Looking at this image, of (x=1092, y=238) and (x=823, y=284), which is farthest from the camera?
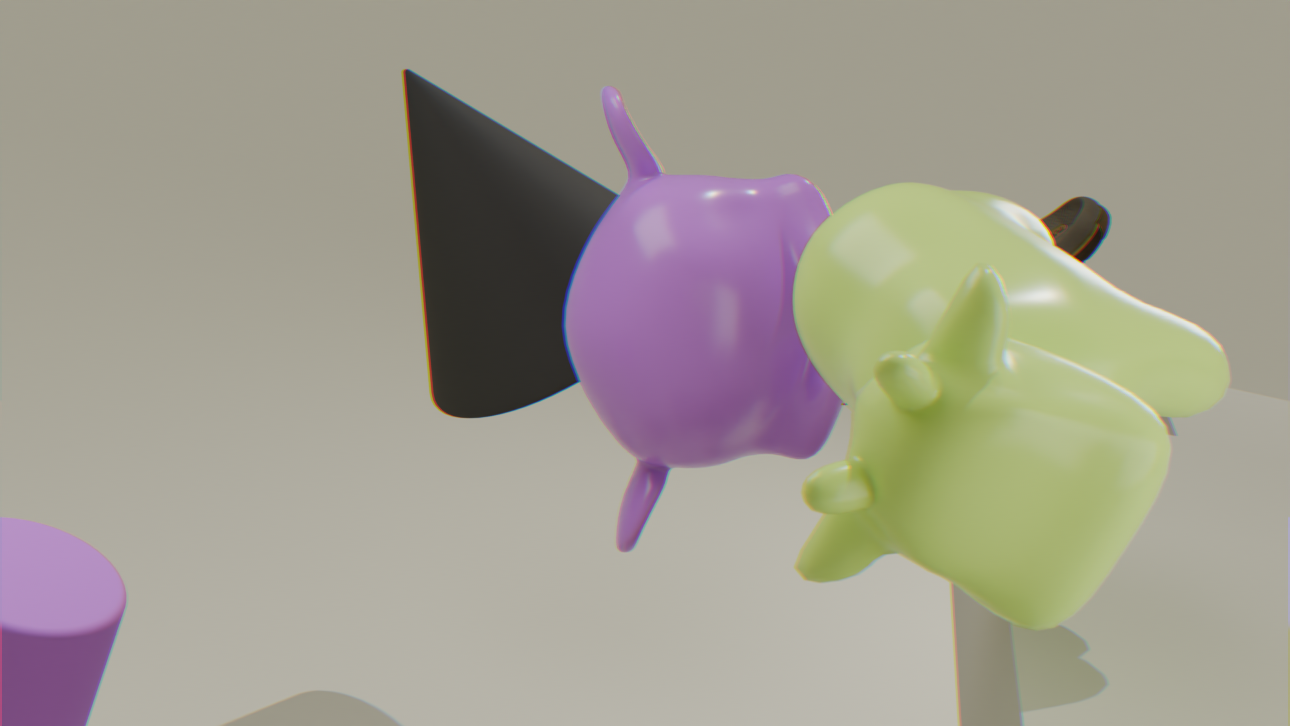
(x=1092, y=238)
